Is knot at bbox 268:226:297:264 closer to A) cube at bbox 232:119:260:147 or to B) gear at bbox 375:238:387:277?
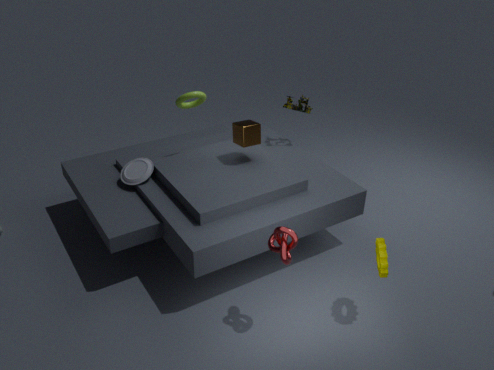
B) gear at bbox 375:238:387:277
